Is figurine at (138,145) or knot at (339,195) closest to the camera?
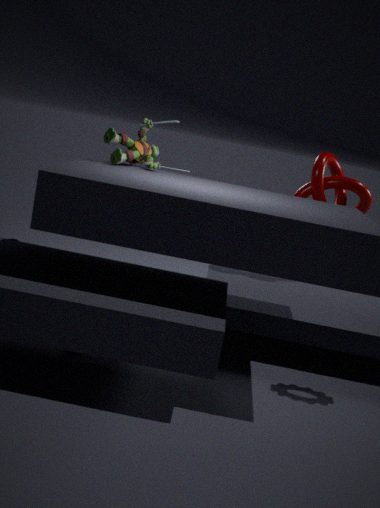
figurine at (138,145)
